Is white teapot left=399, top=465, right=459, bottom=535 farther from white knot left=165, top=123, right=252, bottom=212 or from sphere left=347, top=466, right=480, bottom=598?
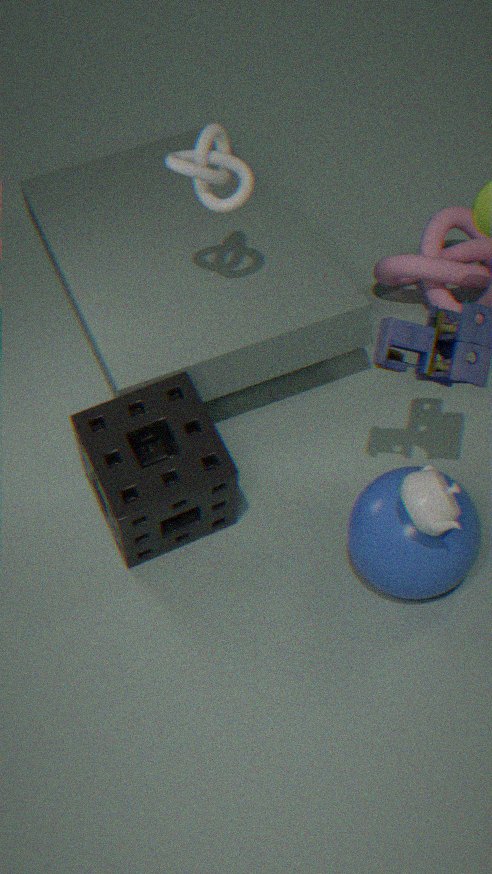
white knot left=165, top=123, right=252, bottom=212
